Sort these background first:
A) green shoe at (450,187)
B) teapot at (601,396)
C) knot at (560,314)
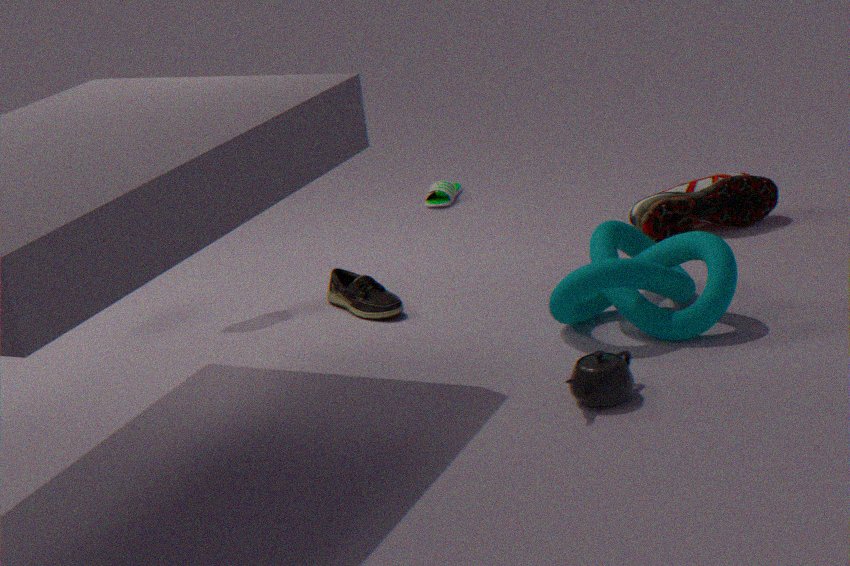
green shoe at (450,187) → knot at (560,314) → teapot at (601,396)
